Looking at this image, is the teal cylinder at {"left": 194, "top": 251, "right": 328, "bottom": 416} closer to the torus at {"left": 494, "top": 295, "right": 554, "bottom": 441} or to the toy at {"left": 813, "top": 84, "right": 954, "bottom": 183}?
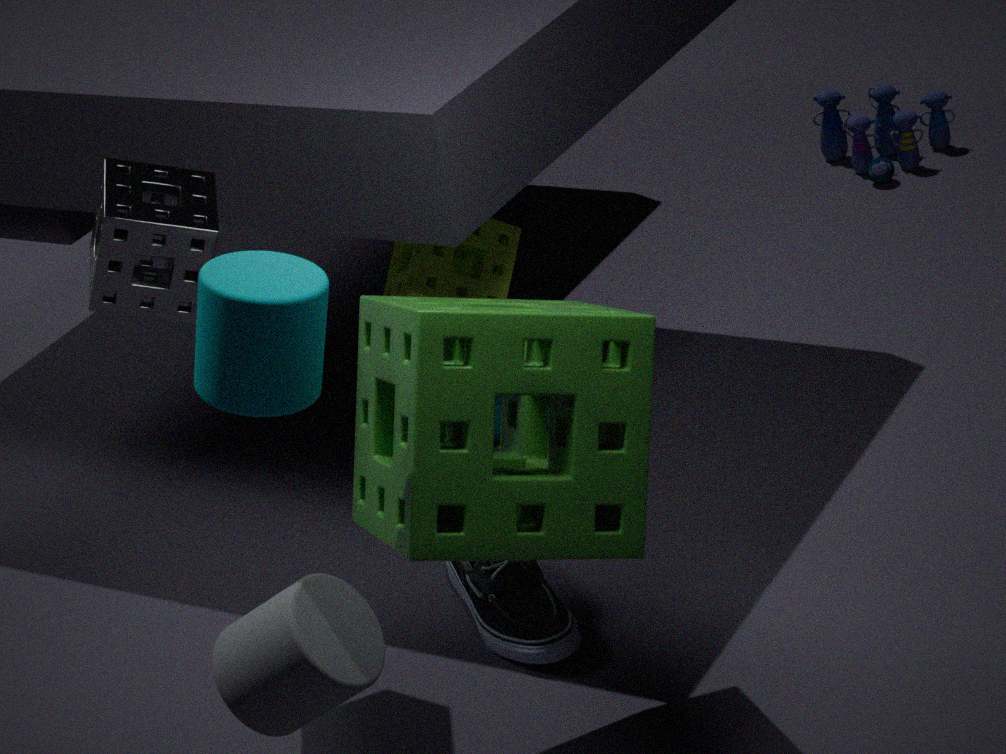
the torus at {"left": 494, "top": 295, "right": 554, "bottom": 441}
